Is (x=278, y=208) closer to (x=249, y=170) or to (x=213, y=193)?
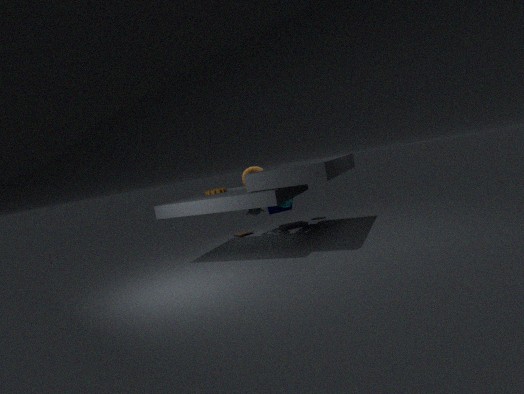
(x=249, y=170)
